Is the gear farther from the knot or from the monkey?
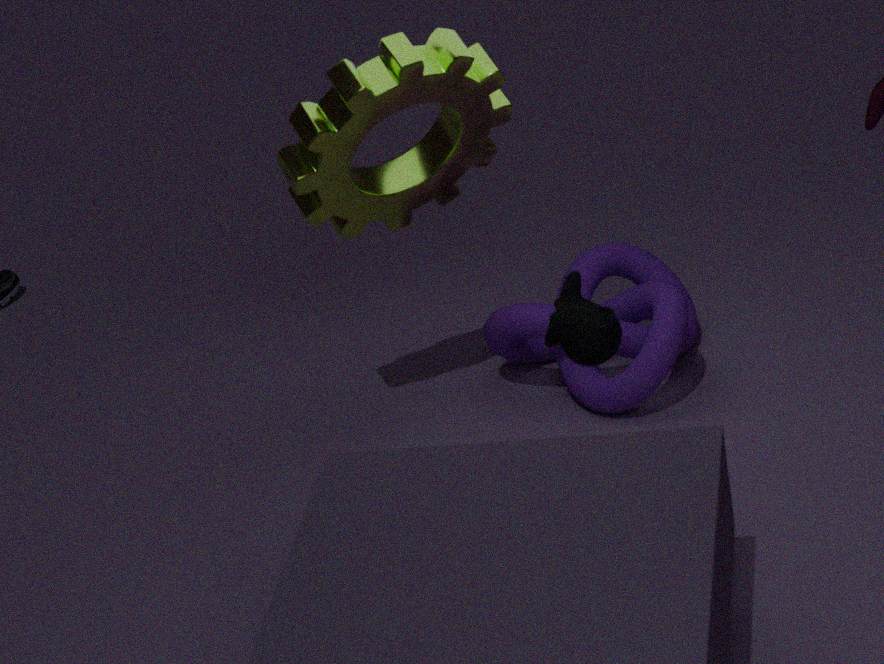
the monkey
